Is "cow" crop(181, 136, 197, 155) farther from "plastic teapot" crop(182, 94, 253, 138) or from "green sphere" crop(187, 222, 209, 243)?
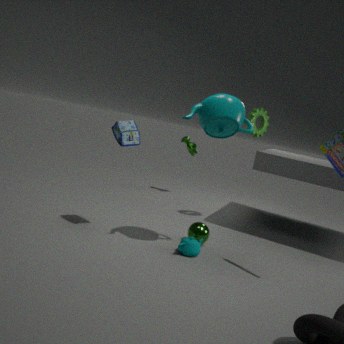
"plastic teapot" crop(182, 94, 253, 138)
